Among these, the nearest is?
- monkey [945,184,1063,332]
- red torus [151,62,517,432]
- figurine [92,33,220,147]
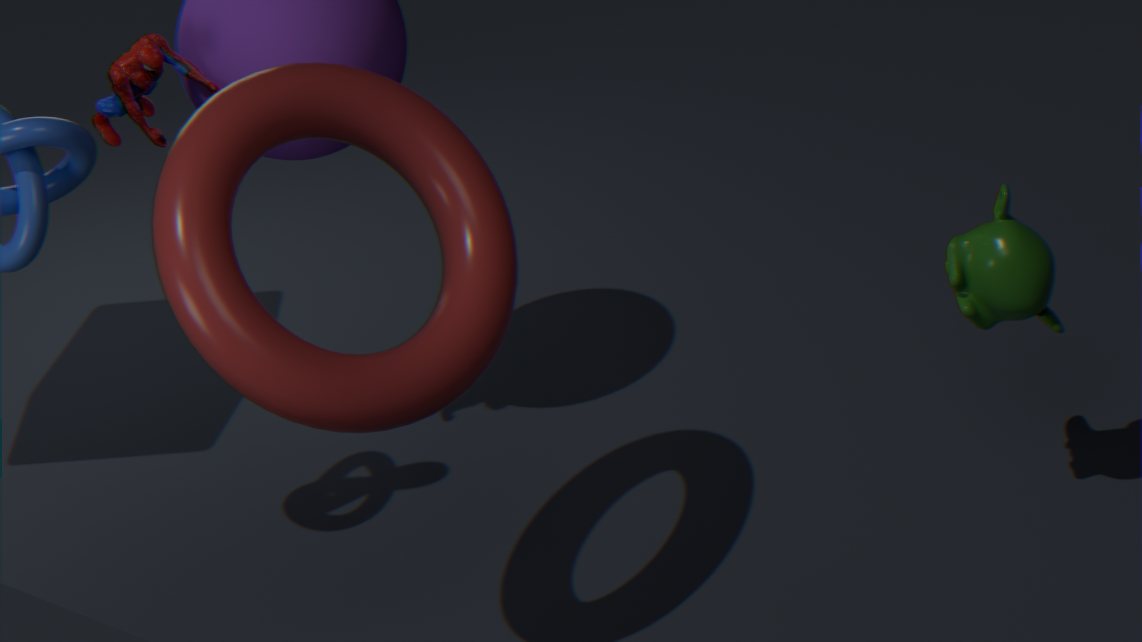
red torus [151,62,517,432]
